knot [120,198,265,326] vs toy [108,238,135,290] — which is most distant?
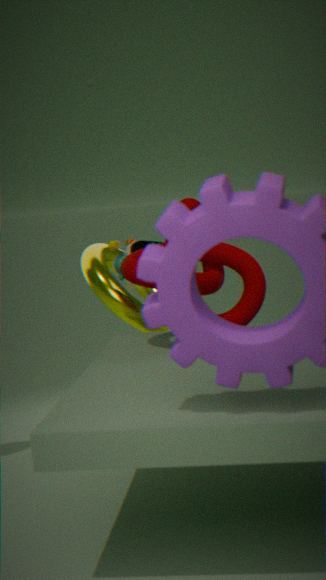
toy [108,238,135,290]
